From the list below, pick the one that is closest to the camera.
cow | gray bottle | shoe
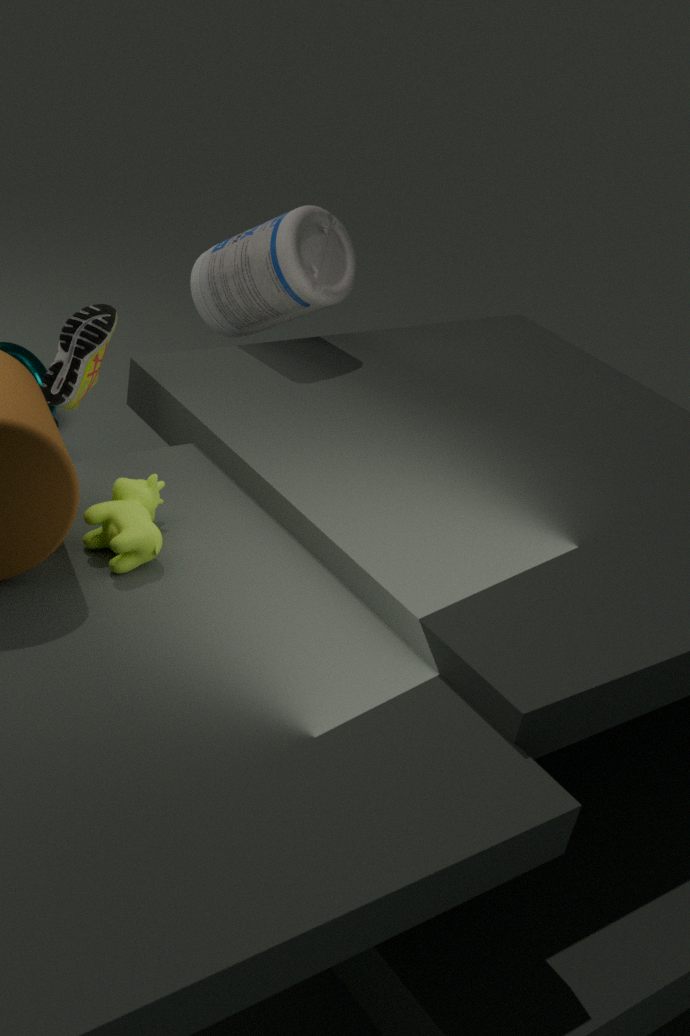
cow
